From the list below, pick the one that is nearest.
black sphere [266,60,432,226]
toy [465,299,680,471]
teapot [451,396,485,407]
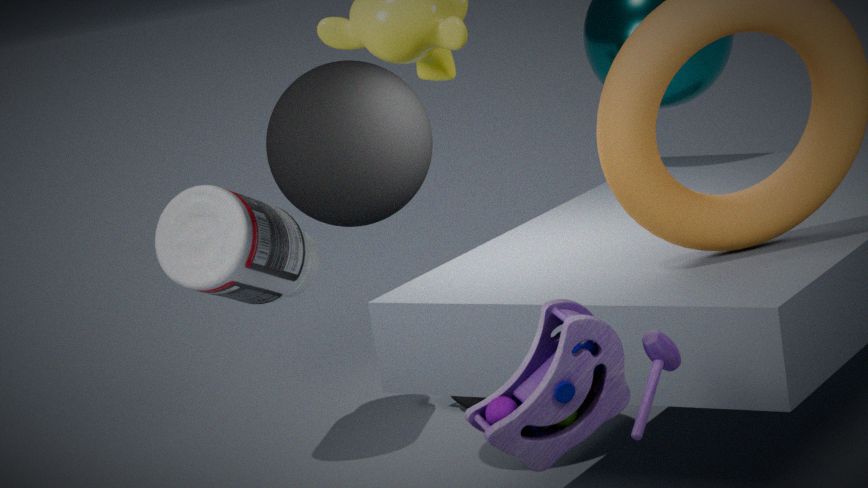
toy [465,299,680,471]
